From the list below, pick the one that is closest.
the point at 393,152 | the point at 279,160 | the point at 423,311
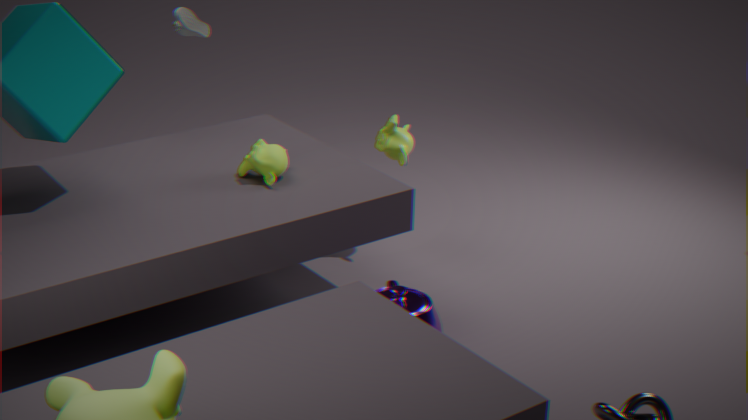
the point at 423,311
